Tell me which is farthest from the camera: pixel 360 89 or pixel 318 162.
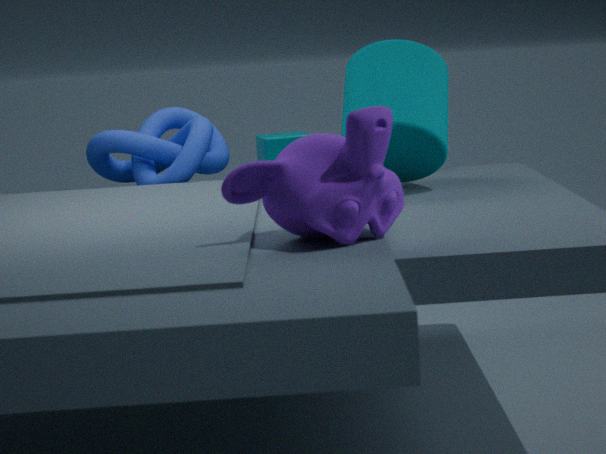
pixel 360 89
